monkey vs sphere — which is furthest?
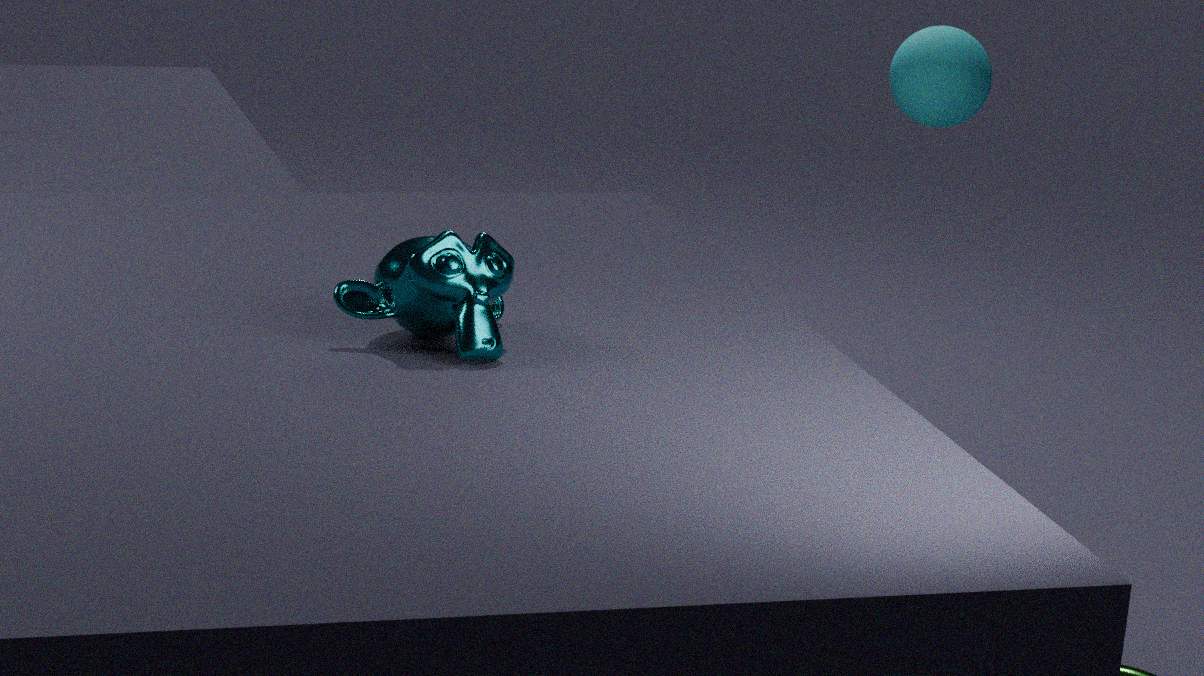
sphere
